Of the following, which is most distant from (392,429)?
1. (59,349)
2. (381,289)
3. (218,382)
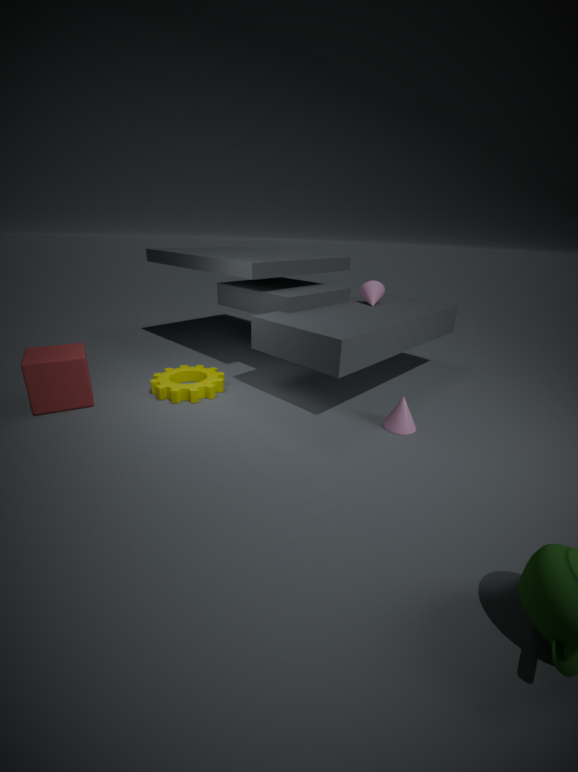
(59,349)
